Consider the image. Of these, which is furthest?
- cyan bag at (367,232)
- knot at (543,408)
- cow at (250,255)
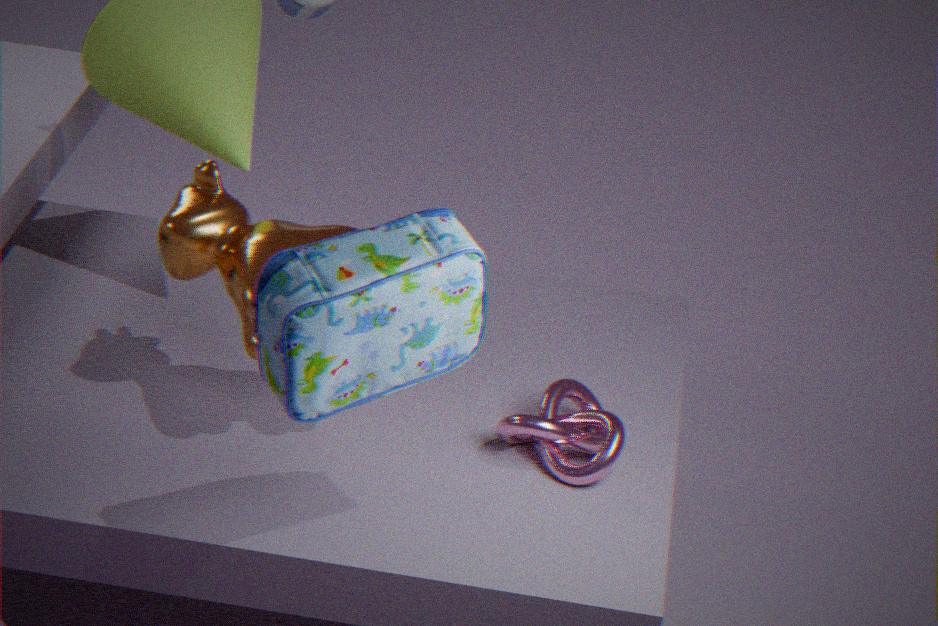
knot at (543,408)
